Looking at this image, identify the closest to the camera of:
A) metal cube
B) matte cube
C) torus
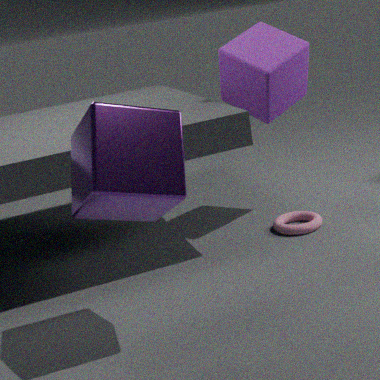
metal cube
